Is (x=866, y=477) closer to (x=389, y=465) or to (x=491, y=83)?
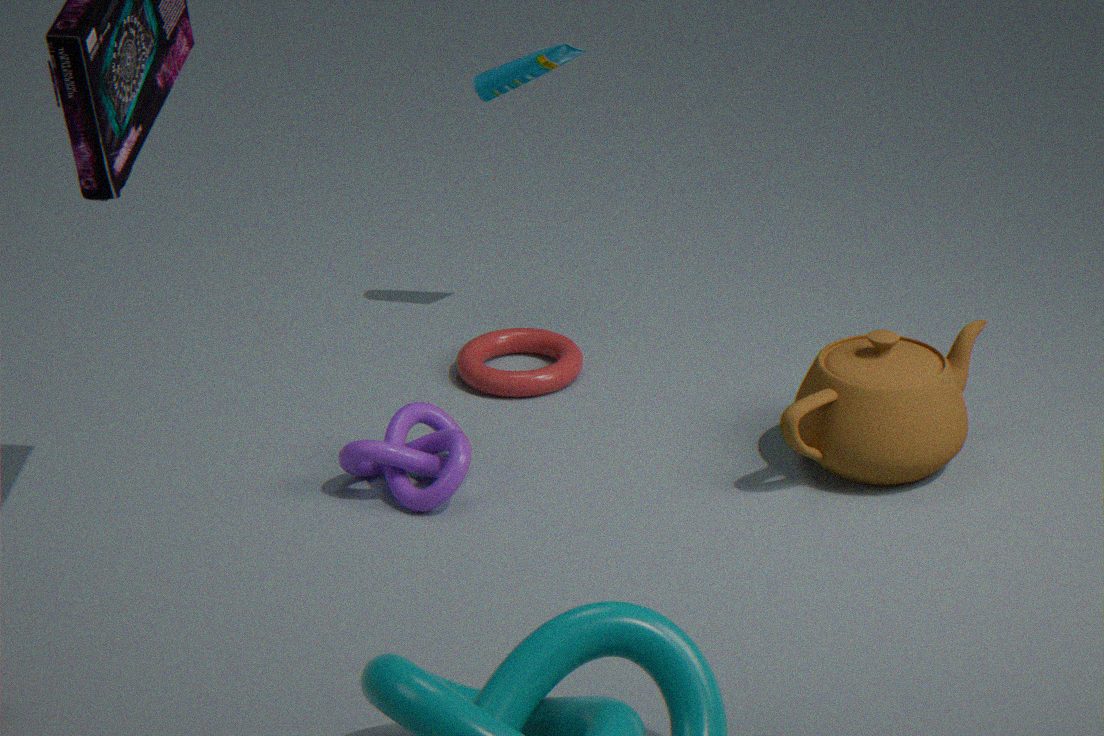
(x=389, y=465)
